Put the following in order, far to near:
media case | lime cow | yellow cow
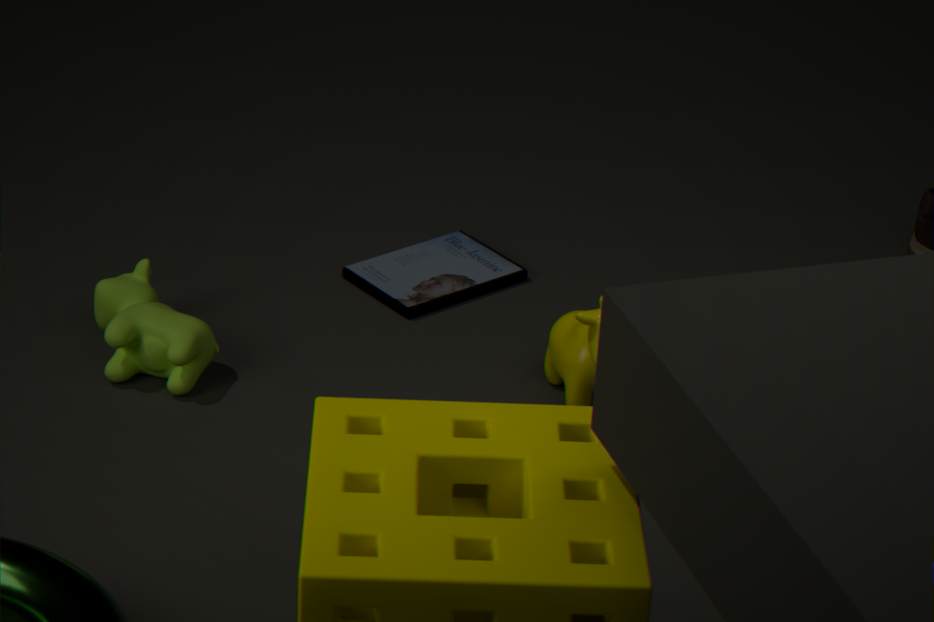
media case
lime cow
yellow cow
